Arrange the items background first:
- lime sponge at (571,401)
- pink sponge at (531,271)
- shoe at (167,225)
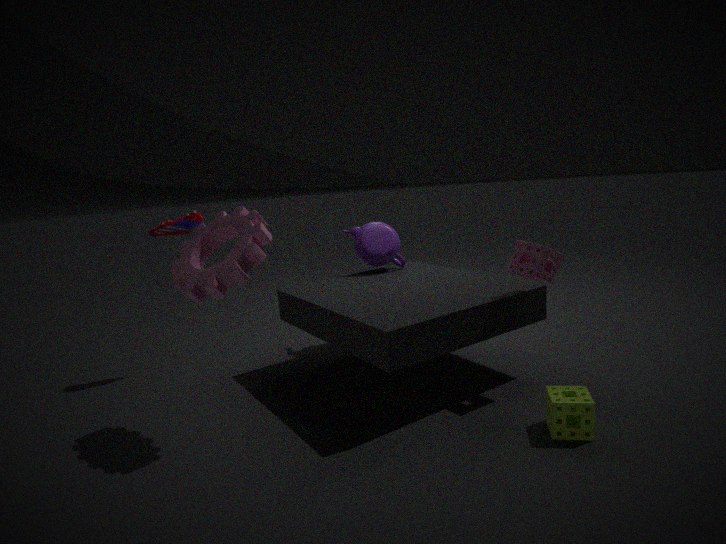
shoe at (167,225) → pink sponge at (531,271) → lime sponge at (571,401)
